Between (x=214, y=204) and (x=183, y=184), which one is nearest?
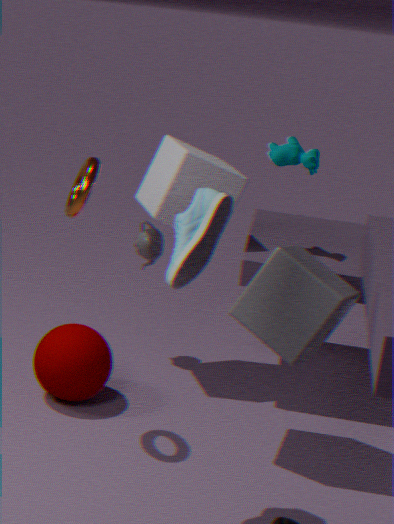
(x=214, y=204)
